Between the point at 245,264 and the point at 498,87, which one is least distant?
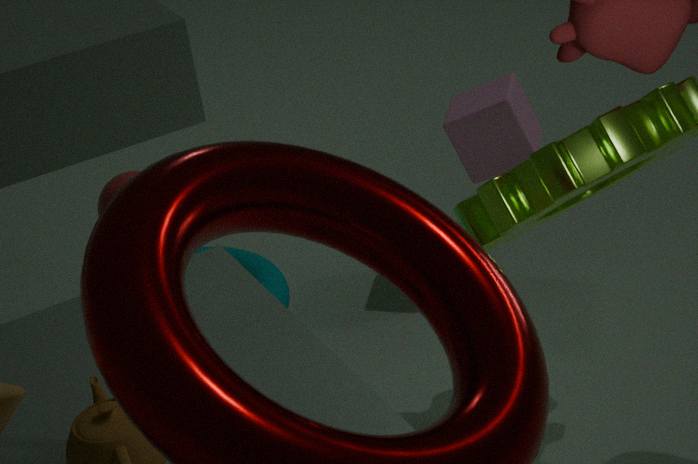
the point at 498,87
